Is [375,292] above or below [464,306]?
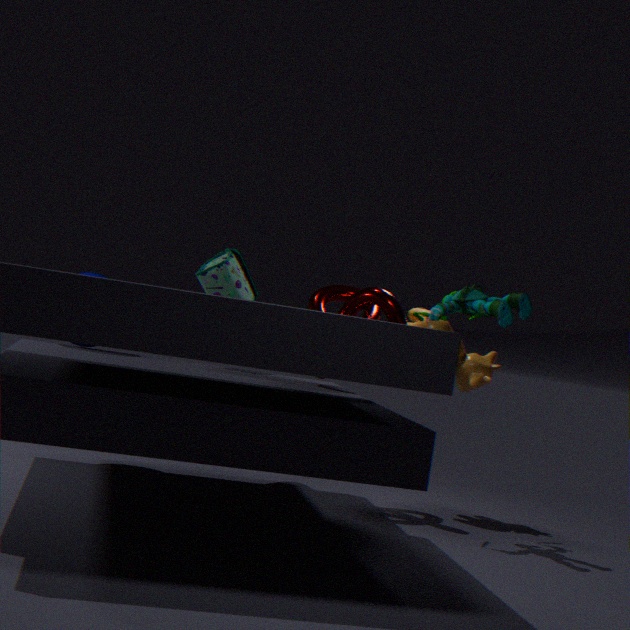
below
